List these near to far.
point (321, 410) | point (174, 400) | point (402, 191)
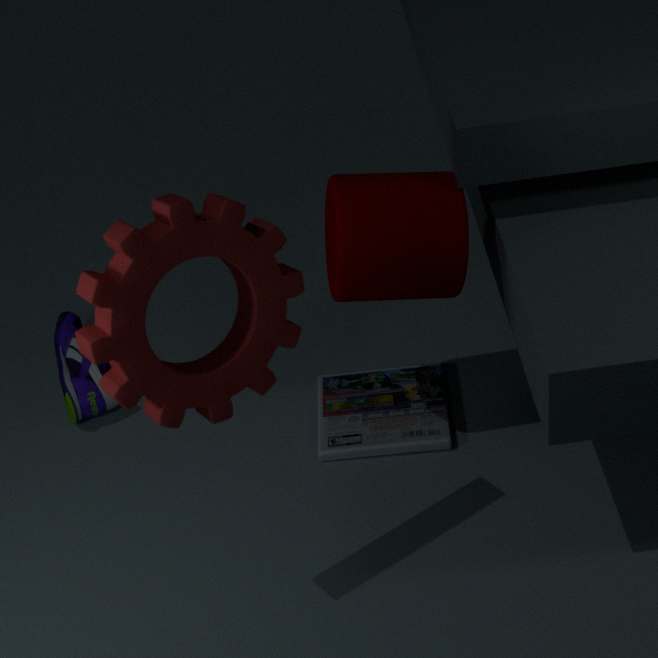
point (174, 400) → point (402, 191) → point (321, 410)
